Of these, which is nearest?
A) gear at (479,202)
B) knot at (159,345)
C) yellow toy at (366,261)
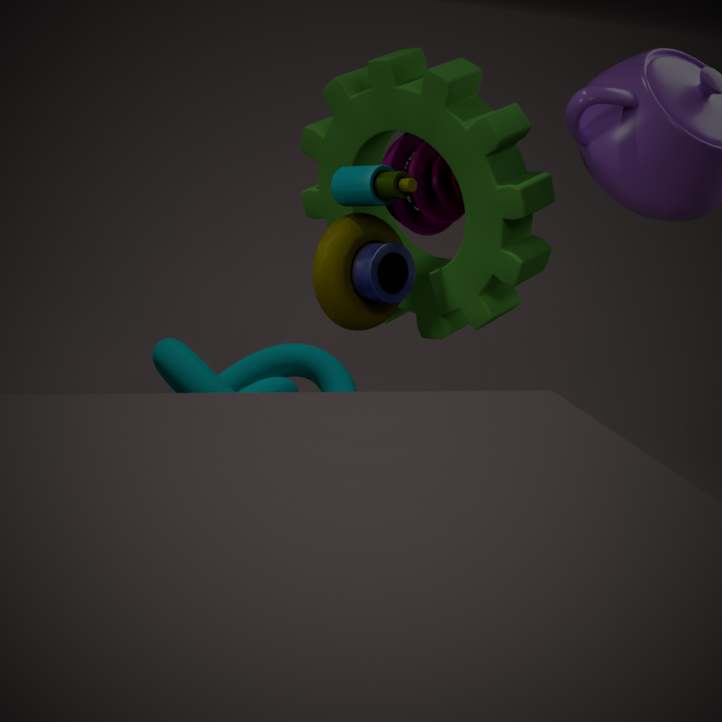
gear at (479,202)
